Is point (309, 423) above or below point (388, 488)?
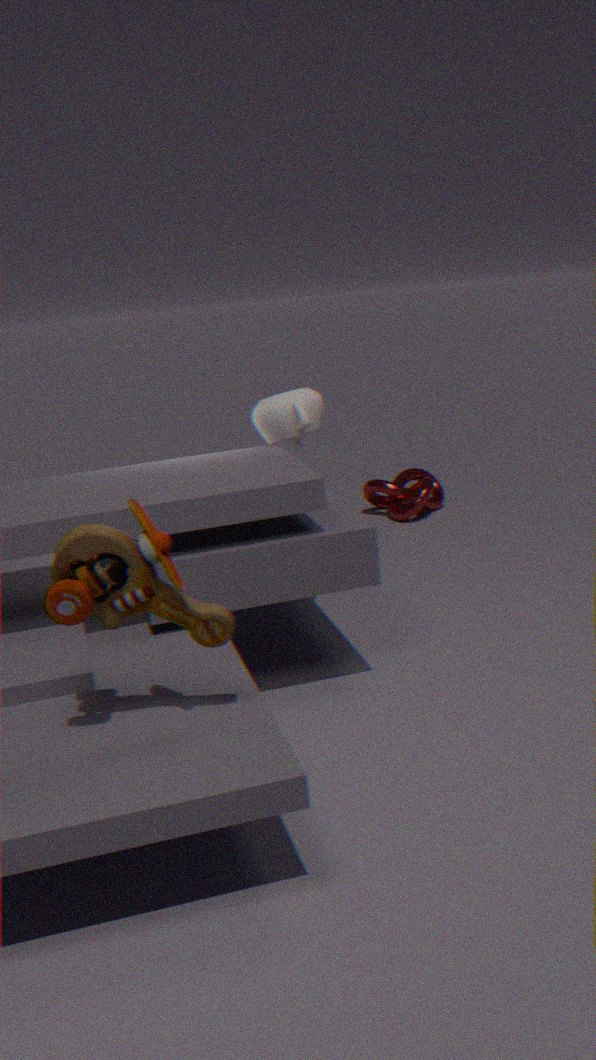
above
